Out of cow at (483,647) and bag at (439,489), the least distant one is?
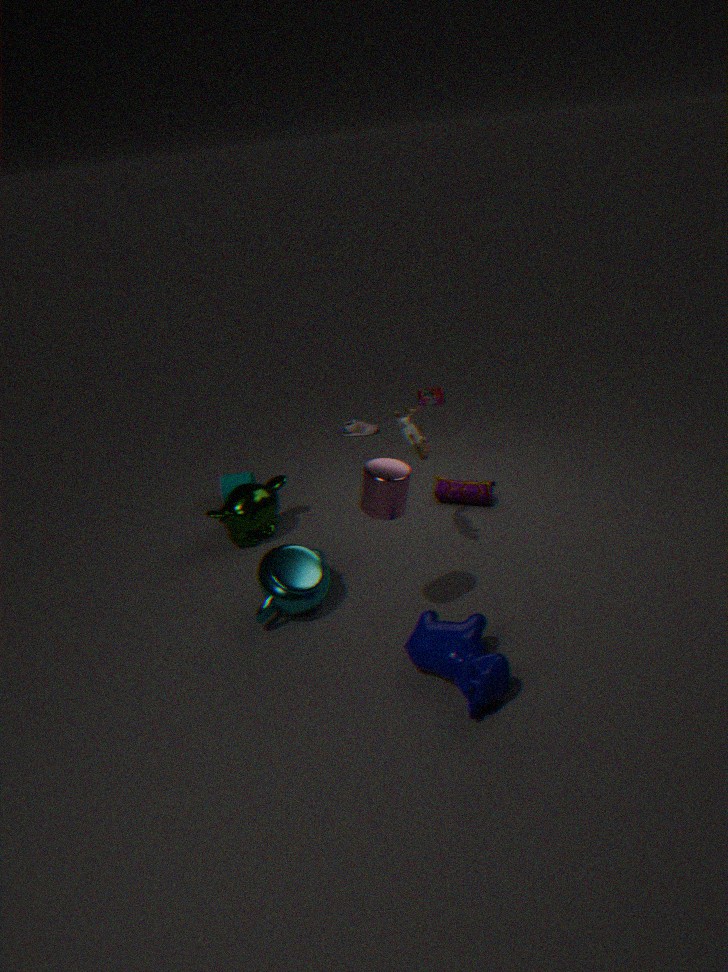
cow at (483,647)
